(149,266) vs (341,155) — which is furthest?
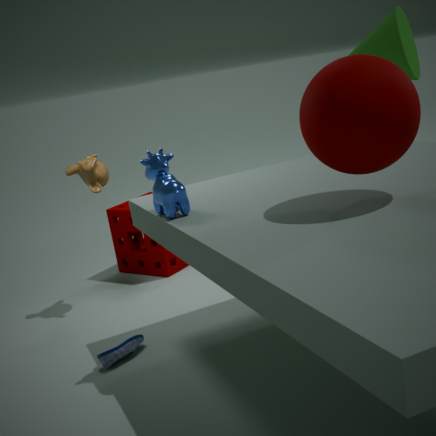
(149,266)
